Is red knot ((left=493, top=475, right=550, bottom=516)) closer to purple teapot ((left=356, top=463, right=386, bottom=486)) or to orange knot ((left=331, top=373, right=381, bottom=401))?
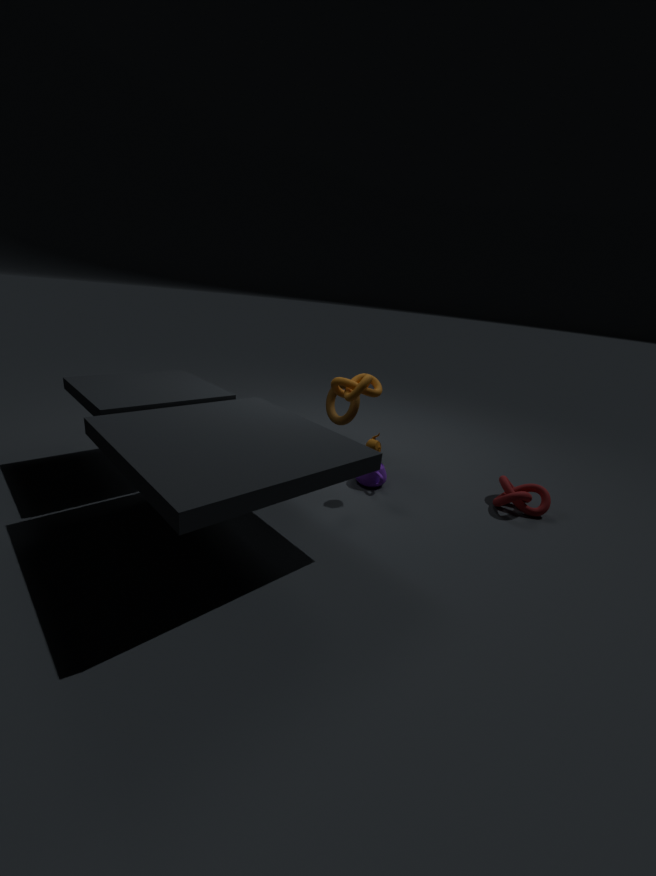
purple teapot ((left=356, top=463, right=386, bottom=486))
